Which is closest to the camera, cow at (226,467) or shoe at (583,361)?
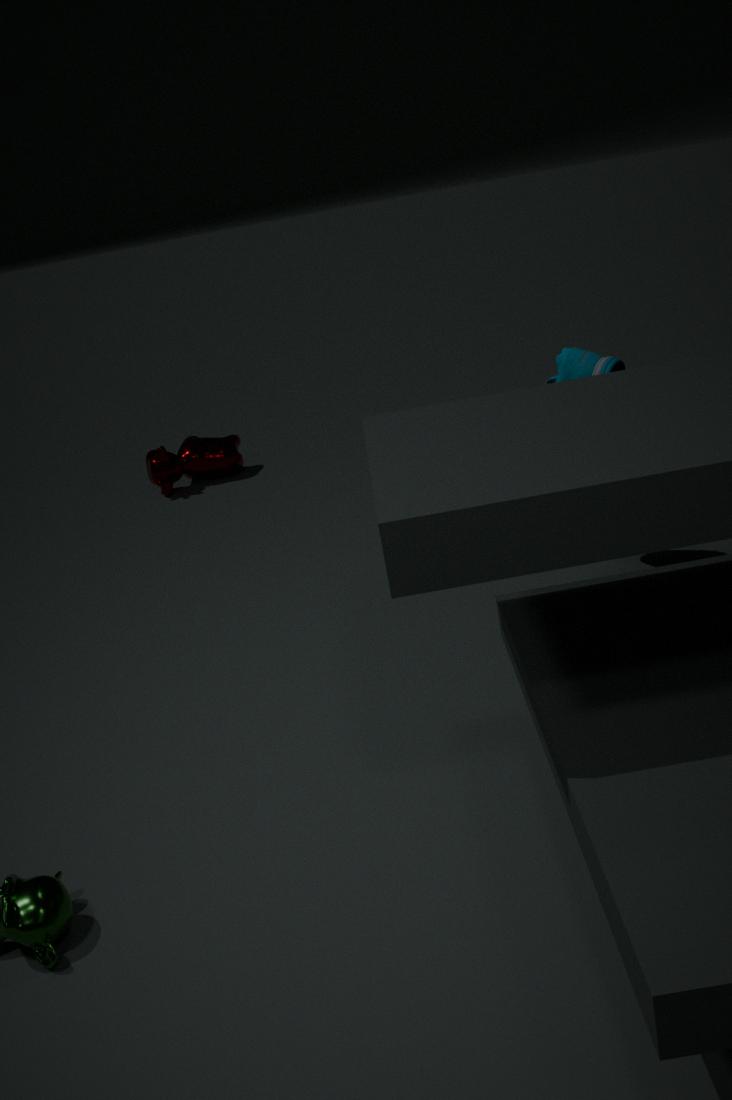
shoe at (583,361)
